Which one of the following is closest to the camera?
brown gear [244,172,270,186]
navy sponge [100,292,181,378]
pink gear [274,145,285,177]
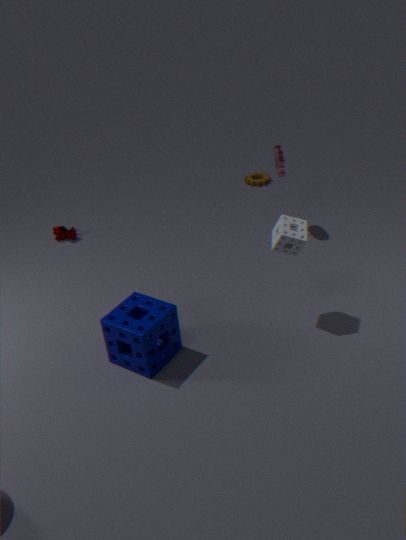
navy sponge [100,292,181,378]
